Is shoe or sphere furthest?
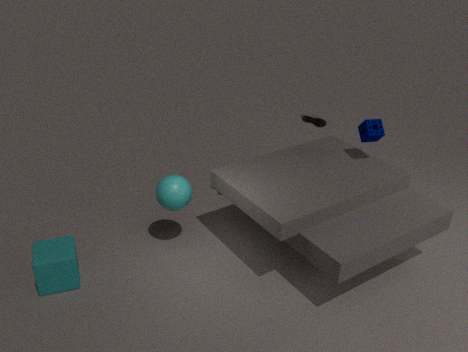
shoe
